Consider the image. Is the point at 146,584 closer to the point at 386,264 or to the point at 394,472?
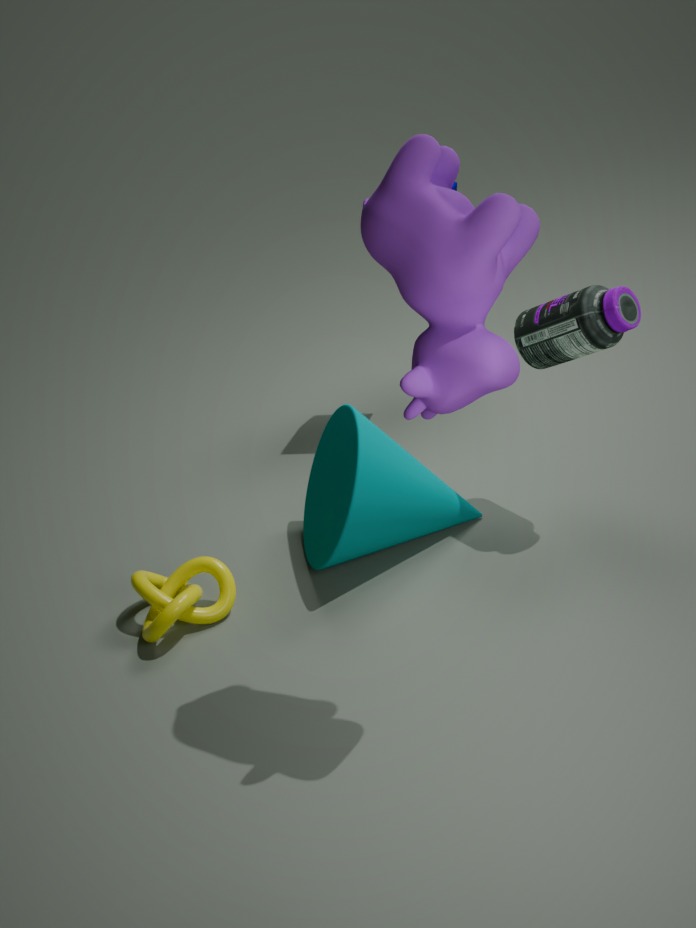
the point at 394,472
